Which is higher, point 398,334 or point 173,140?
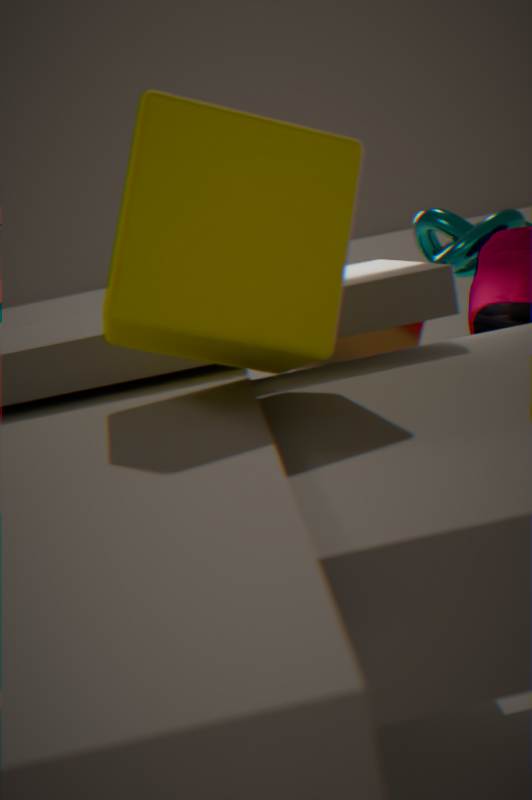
point 173,140
